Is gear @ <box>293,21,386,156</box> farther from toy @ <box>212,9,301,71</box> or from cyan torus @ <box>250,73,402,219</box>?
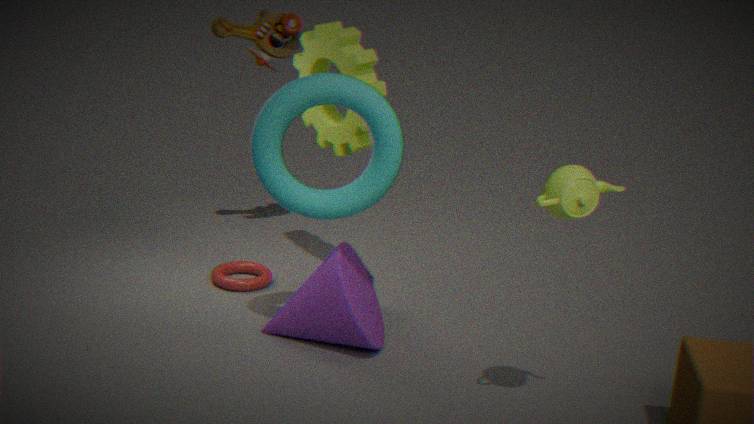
cyan torus @ <box>250,73,402,219</box>
